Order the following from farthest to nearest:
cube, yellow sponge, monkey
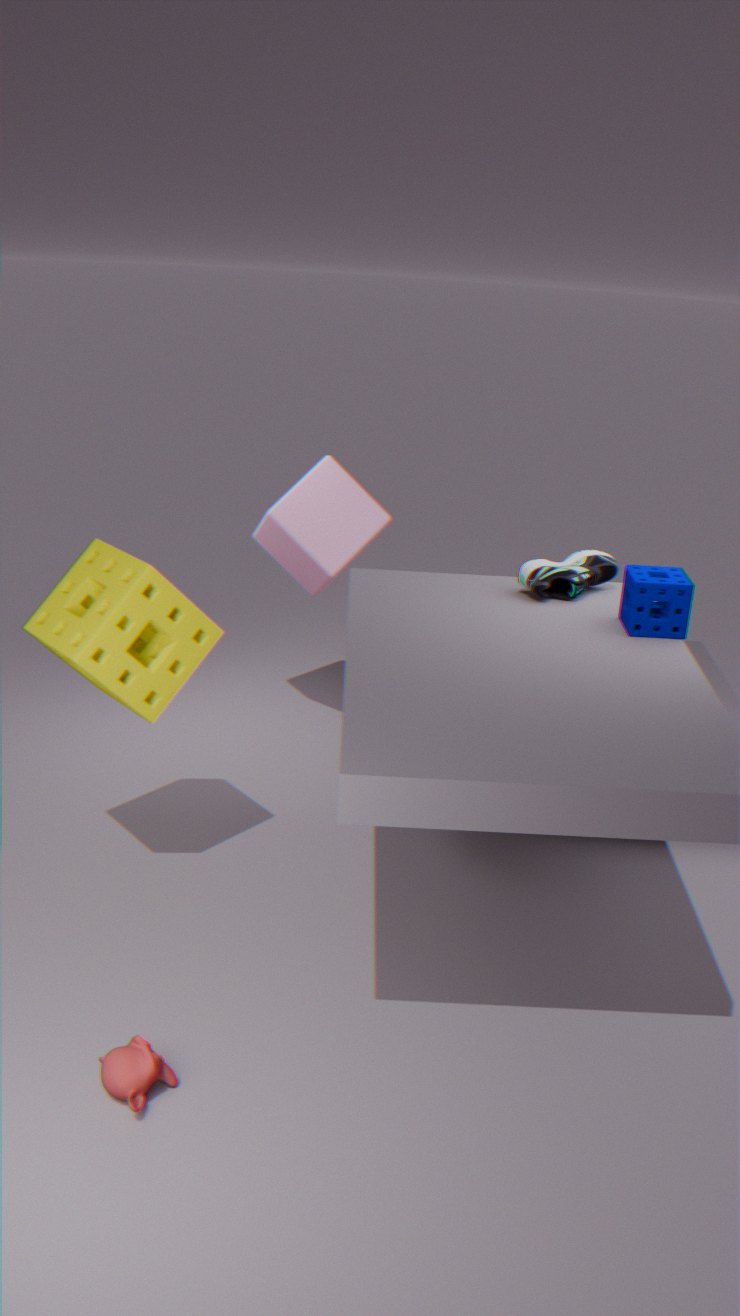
cube
yellow sponge
monkey
